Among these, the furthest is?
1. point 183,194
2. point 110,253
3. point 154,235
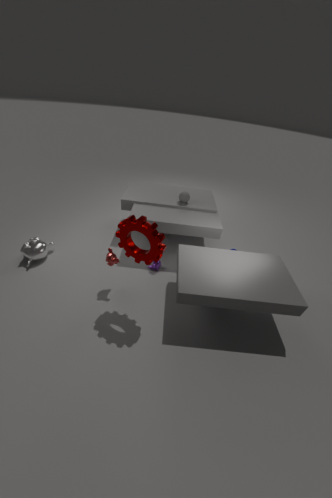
point 183,194
